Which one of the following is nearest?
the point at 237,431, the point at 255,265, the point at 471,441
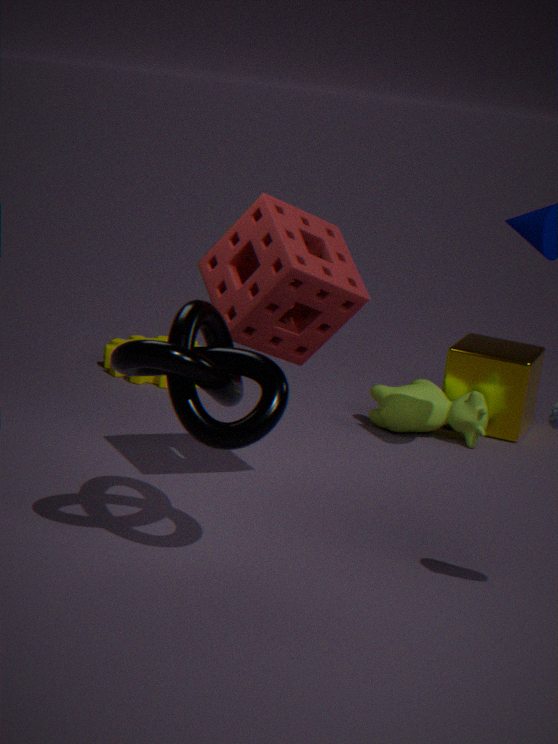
the point at 237,431
